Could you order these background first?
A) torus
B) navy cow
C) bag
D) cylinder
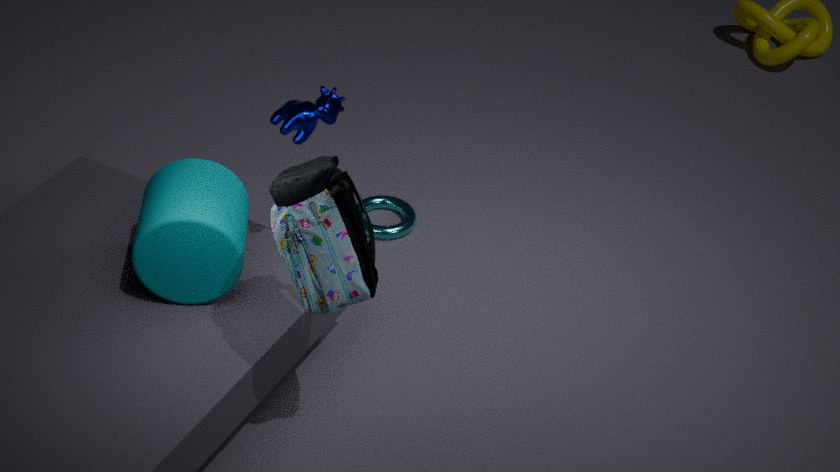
torus
navy cow
cylinder
bag
